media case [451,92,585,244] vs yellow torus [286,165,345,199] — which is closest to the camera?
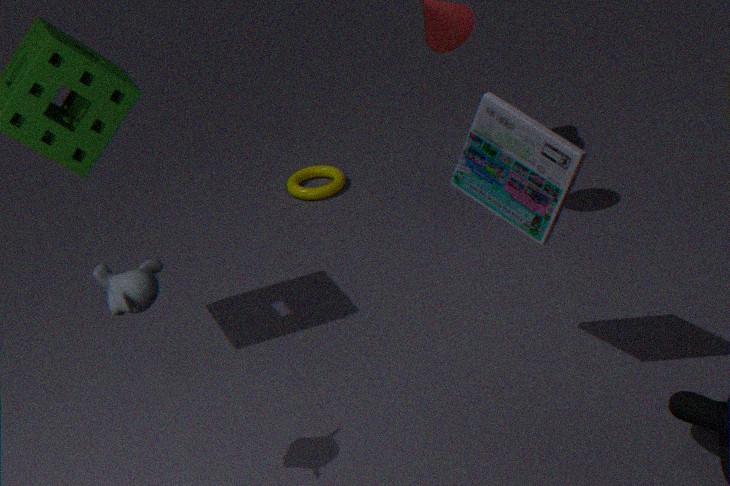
media case [451,92,585,244]
